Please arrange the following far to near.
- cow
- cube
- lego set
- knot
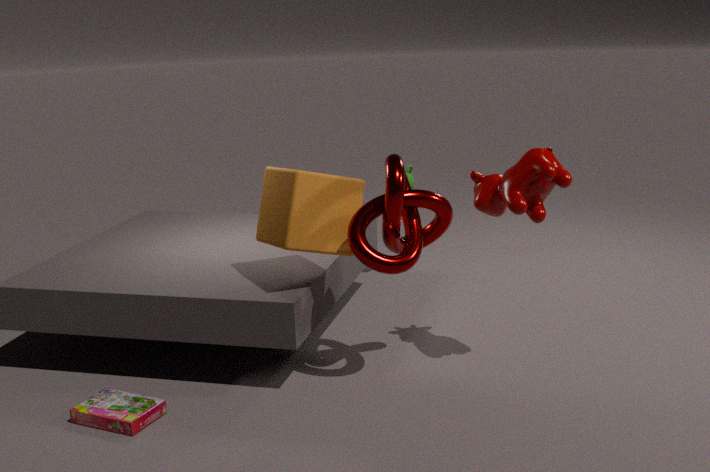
cube → cow → knot → lego set
